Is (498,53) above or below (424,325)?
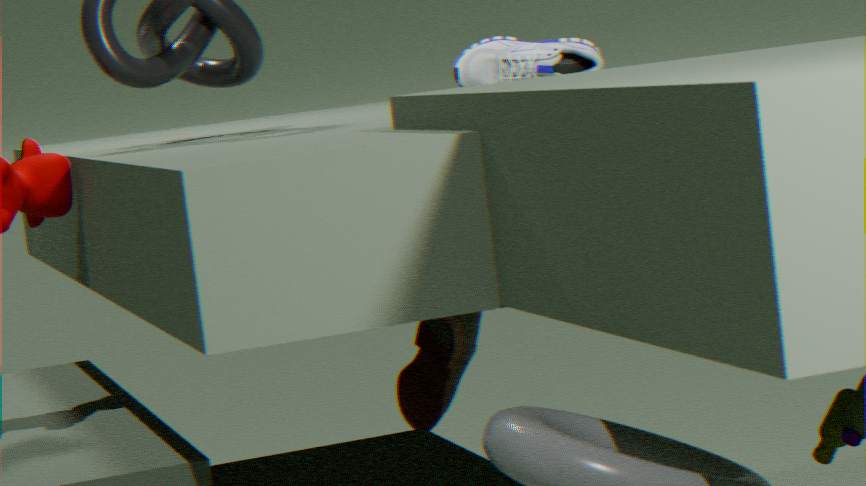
above
